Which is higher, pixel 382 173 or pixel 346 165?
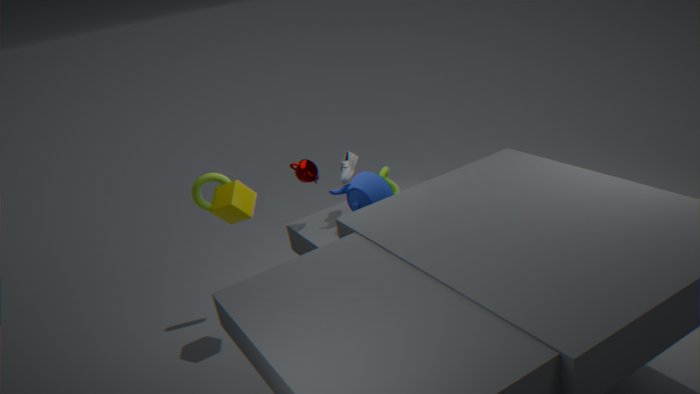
Answer: pixel 346 165
